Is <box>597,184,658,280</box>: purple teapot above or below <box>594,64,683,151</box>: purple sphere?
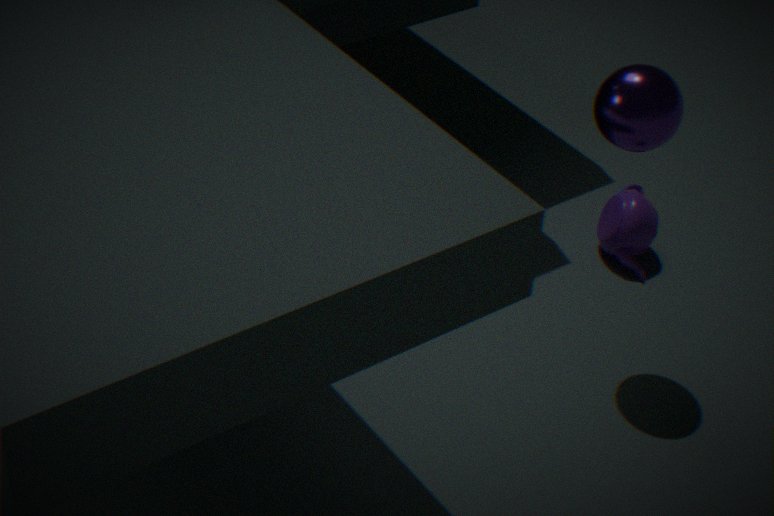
below
